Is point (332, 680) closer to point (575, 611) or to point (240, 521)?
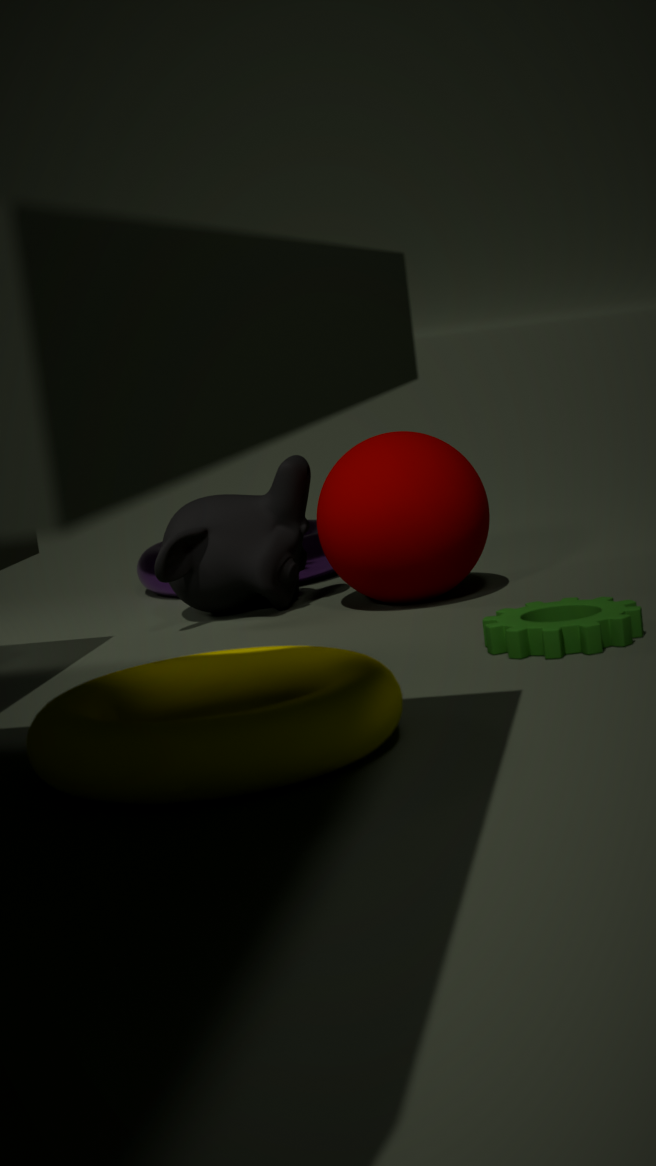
point (575, 611)
